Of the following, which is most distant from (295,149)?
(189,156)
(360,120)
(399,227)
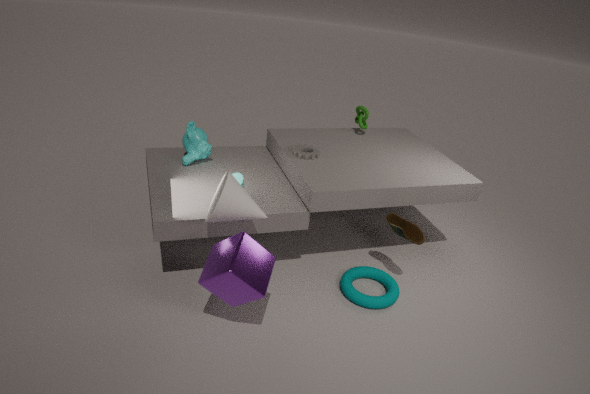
(399,227)
